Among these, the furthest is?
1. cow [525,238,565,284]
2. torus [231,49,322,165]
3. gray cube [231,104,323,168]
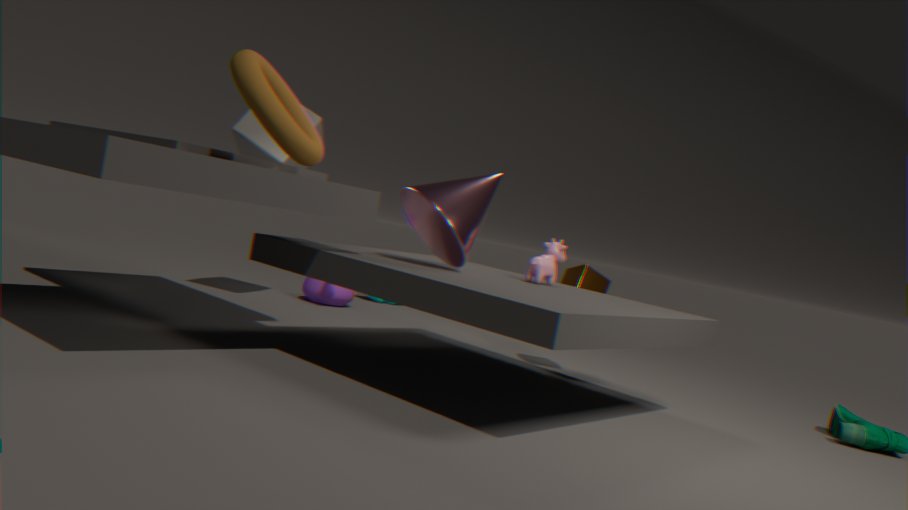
gray cube [231,104,323,168]
